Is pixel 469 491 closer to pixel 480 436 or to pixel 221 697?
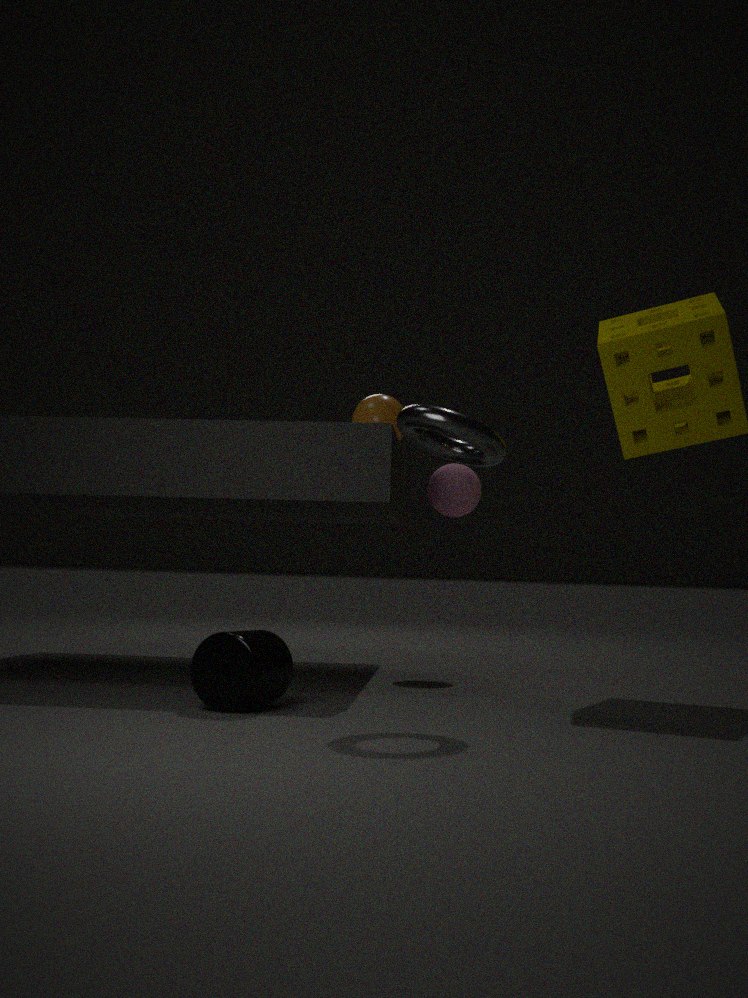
pixel 480 436
